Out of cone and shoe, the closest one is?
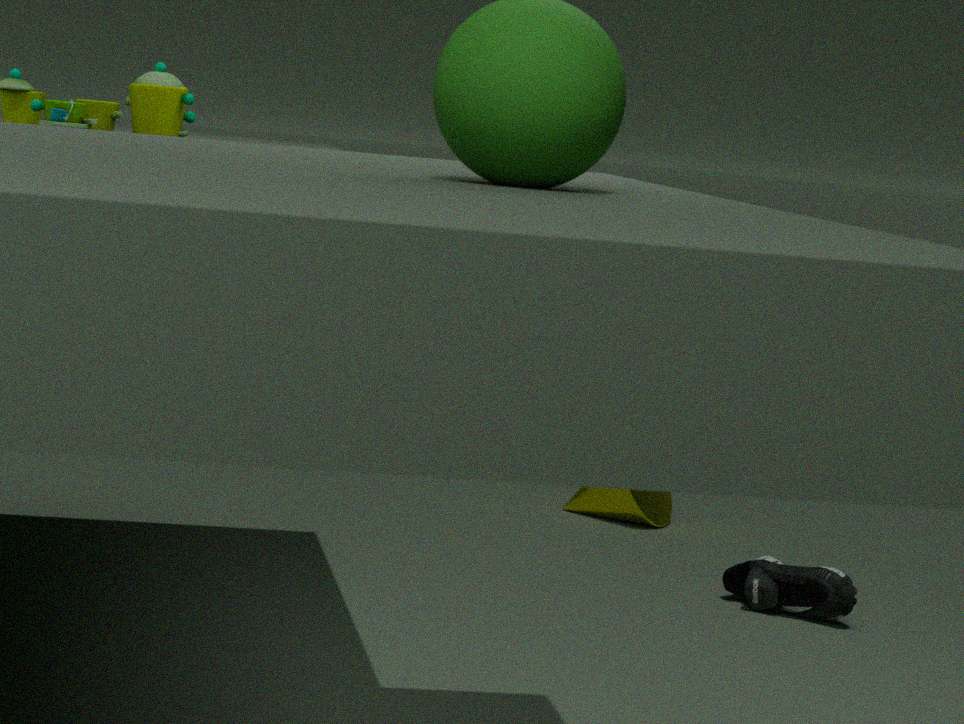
shoe
